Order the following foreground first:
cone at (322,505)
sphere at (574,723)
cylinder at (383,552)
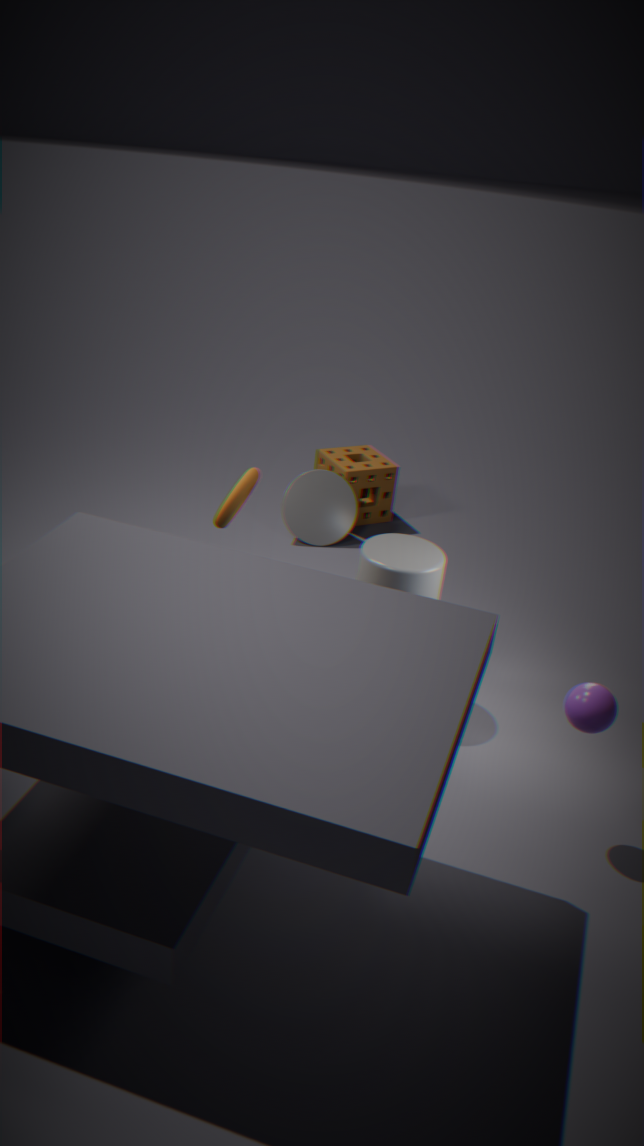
sphere at (574,723)
cylinder at (383,552)
cone at (322,505)
